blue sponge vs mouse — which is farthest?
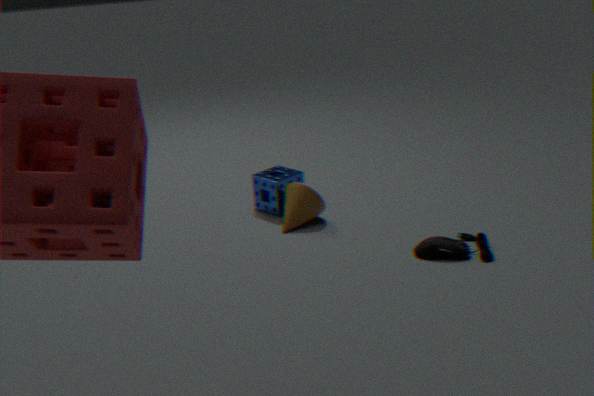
blue sponge
